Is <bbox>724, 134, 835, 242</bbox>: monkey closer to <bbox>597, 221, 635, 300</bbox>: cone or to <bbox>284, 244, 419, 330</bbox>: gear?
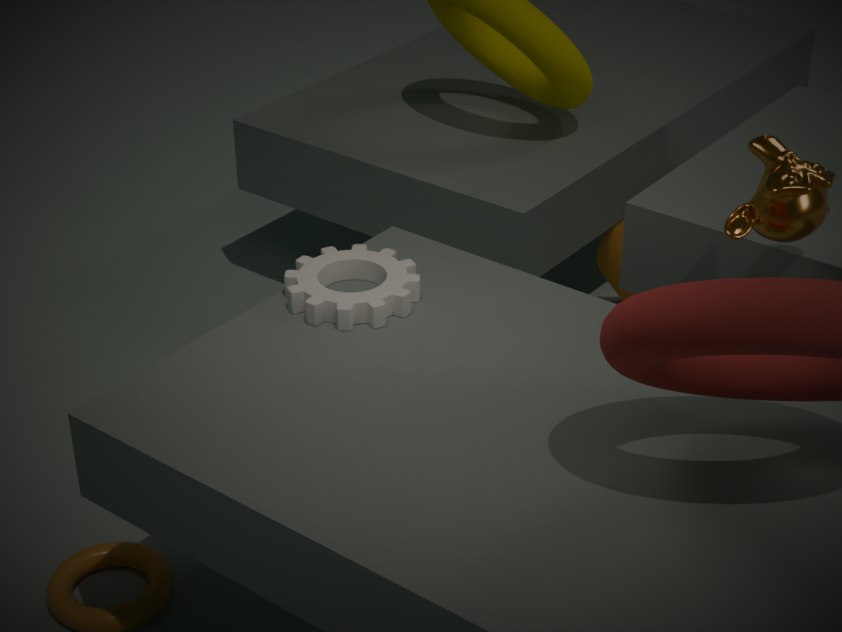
<bbox>284, 244, 419, 330</bbox>: gear
